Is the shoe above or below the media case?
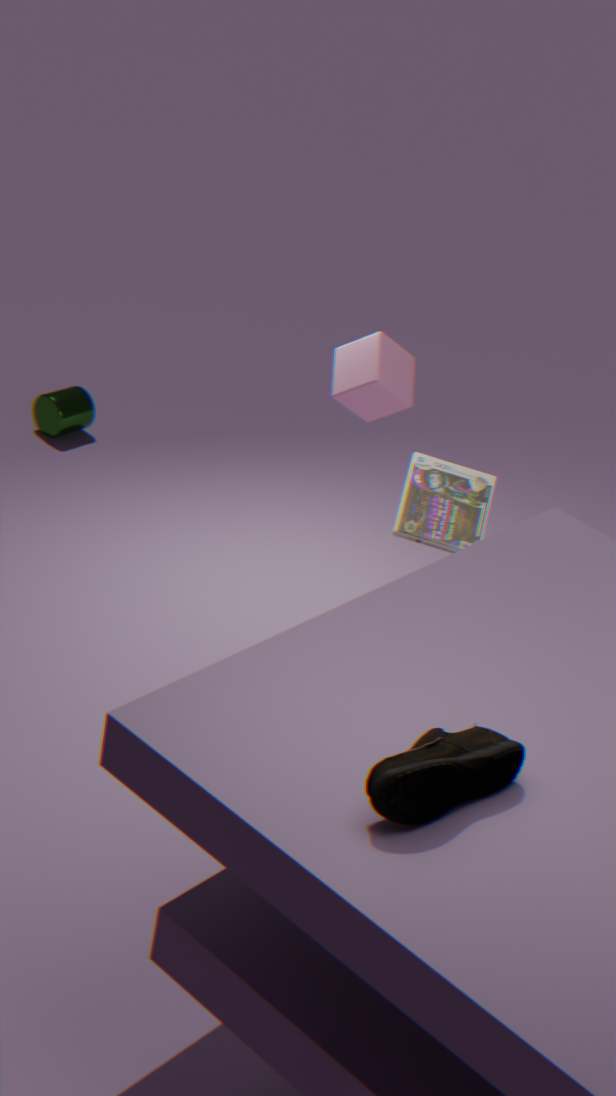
above
